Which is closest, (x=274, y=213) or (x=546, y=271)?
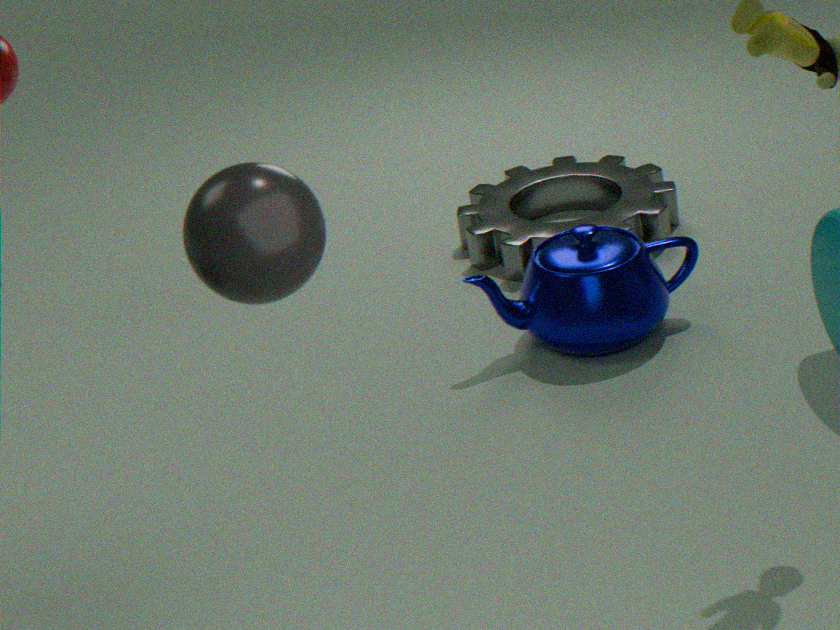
(x=274, y=213)
